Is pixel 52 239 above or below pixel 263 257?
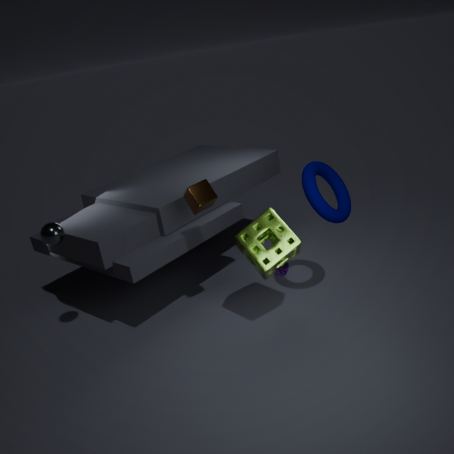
above
